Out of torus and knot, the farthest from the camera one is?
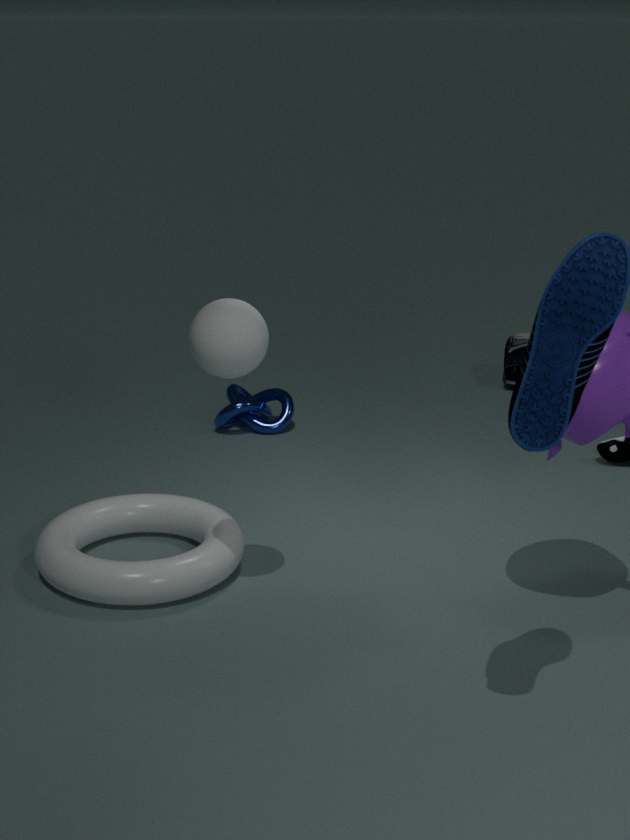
knot
